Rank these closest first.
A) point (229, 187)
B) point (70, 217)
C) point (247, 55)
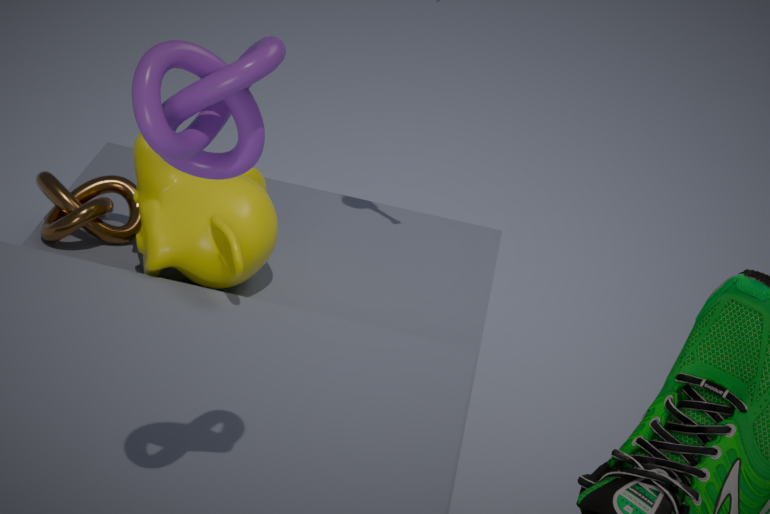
point (247, 55) < point (229, 187) < point (70, 217)
